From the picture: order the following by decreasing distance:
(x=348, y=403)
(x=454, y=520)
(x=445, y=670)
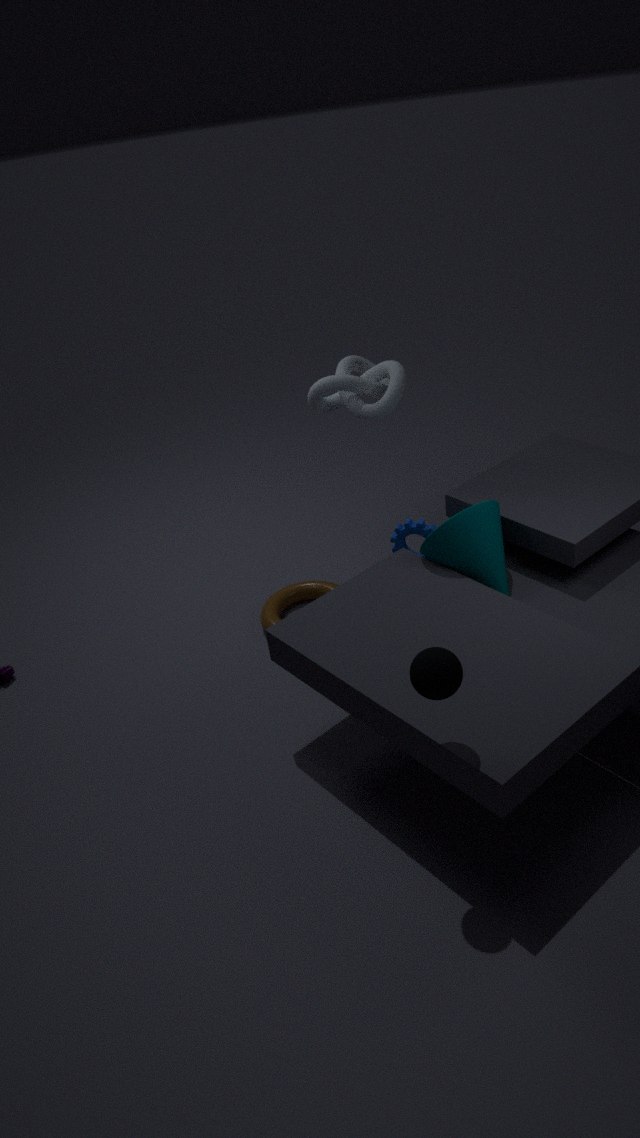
(x=348, y=403)
(x=454, y=520)
(x=445, y=670)
